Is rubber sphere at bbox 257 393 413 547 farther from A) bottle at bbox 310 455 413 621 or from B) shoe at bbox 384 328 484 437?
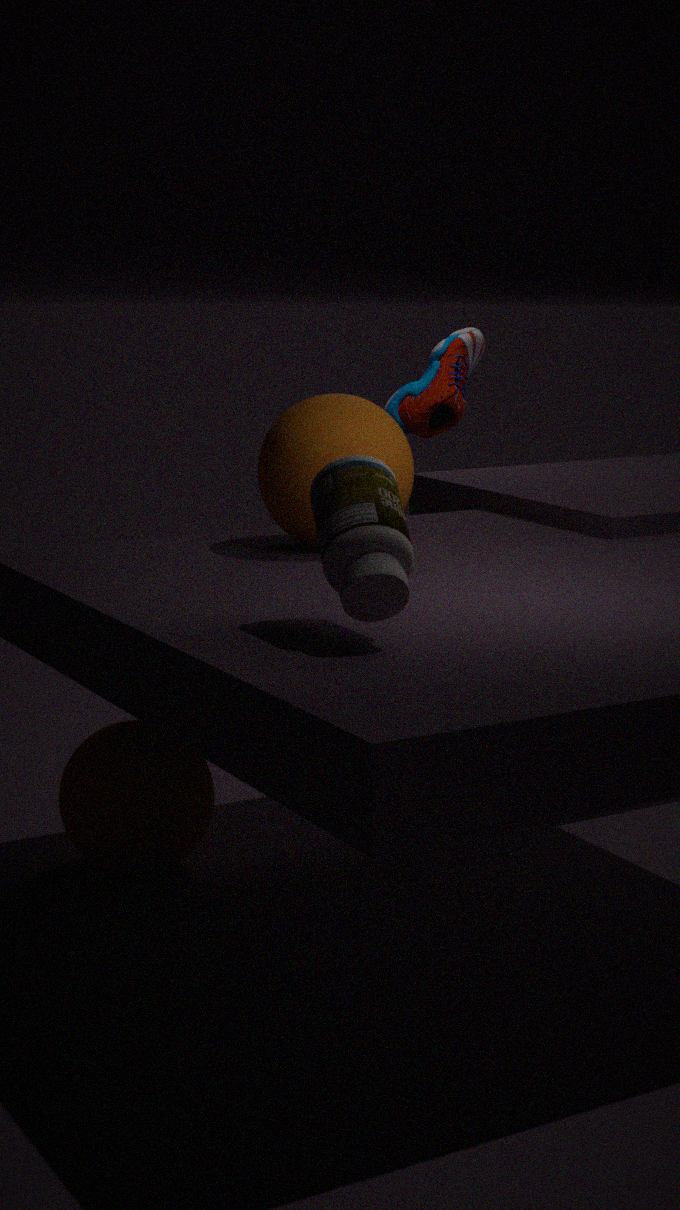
B) shoe at bbox 384 328 484 437
